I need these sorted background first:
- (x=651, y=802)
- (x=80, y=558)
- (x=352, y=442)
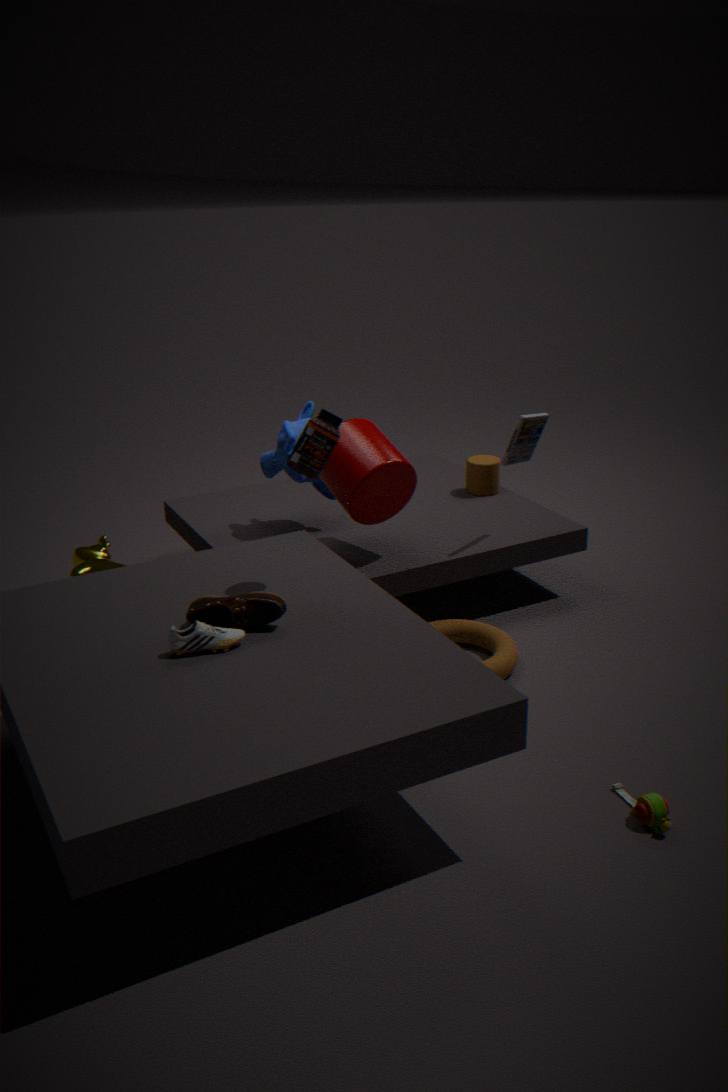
(x=80, y=558) < (x=352, y=442) < (x=651, y=802)
